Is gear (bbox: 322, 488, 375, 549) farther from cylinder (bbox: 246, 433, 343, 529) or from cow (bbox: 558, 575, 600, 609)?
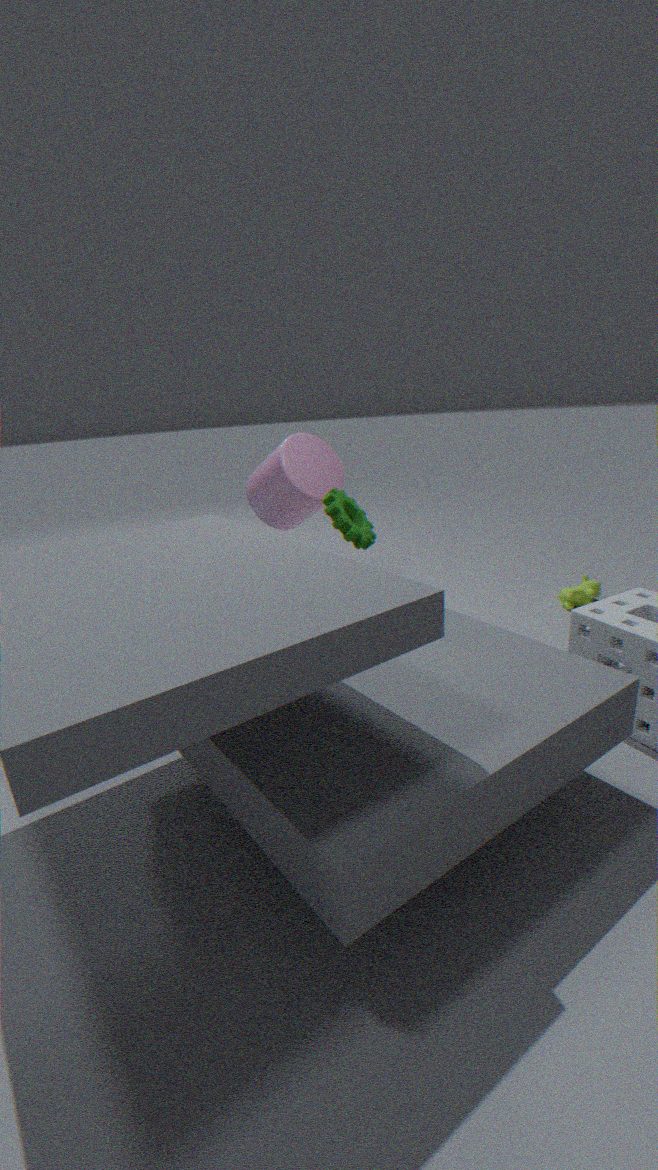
cow (bbox: 558, 575, 600, 609)
